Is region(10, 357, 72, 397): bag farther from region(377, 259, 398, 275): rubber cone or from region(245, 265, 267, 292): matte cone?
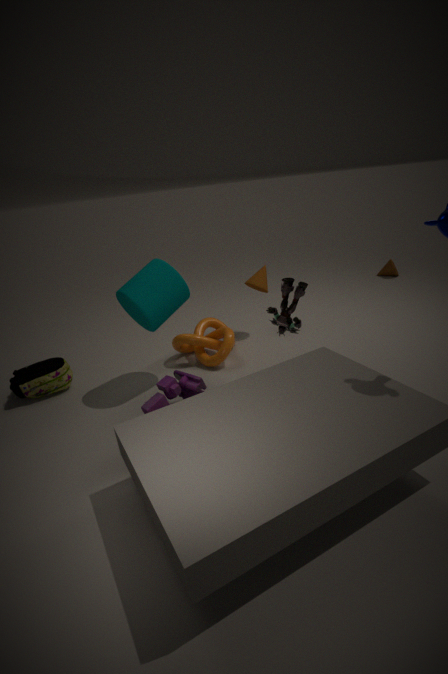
region(377, 259, 398, 275): rubber cone
